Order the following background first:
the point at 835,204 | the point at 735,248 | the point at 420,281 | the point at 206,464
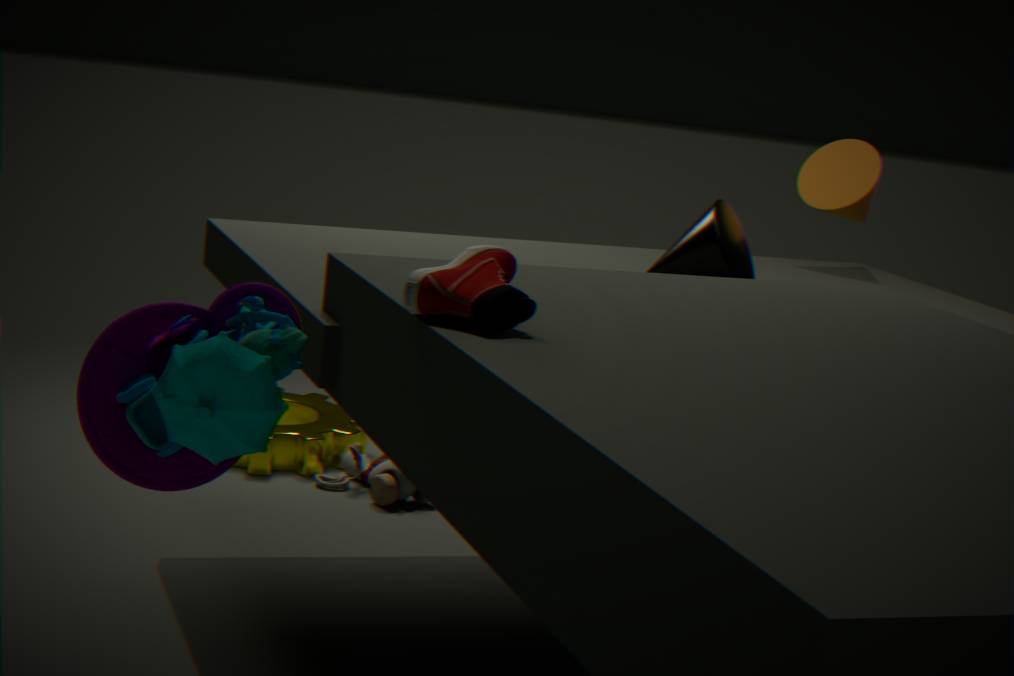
the point at 835,204 → the point at 735,248 → the point at 420,281 → the point at 206,464
